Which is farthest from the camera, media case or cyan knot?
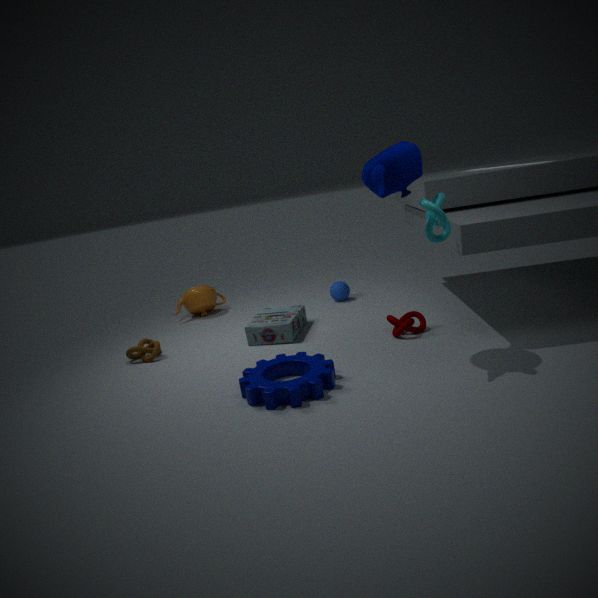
media case
